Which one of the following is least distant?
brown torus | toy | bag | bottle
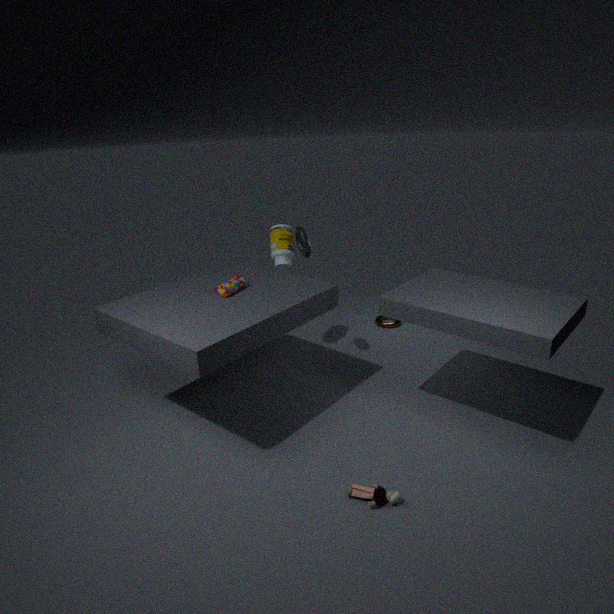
toy
